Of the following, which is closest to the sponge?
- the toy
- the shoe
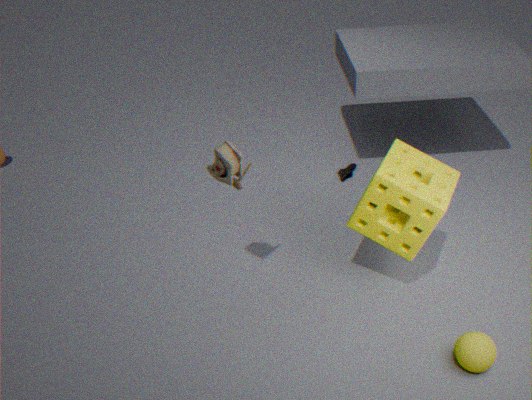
the toy
